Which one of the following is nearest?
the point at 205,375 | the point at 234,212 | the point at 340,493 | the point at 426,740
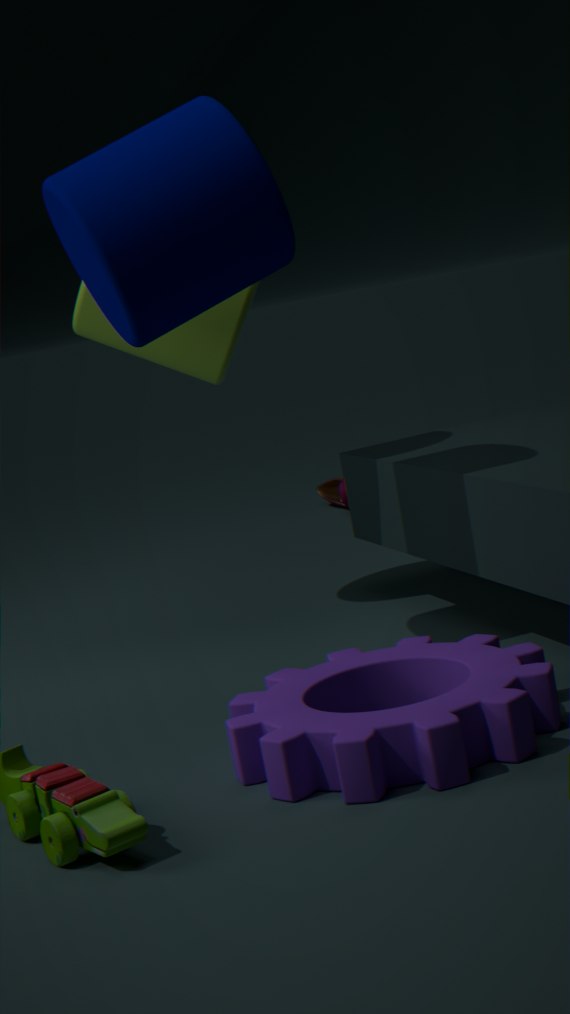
the point at 426,740
